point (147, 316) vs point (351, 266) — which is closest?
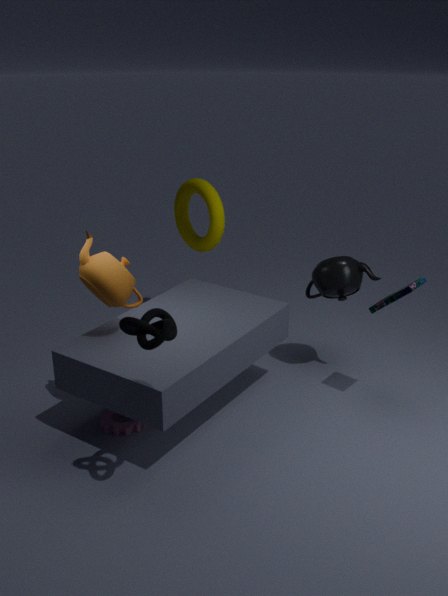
point (147, 316)
